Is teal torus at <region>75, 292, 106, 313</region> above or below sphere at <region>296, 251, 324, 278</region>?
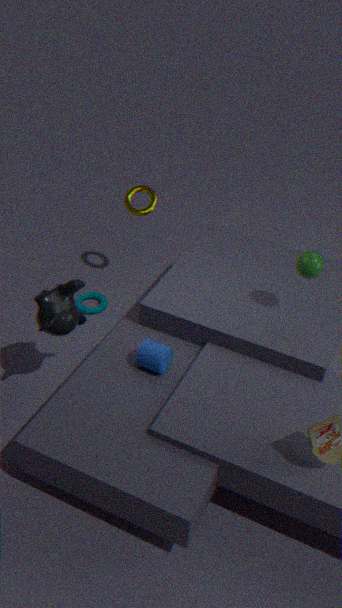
below
